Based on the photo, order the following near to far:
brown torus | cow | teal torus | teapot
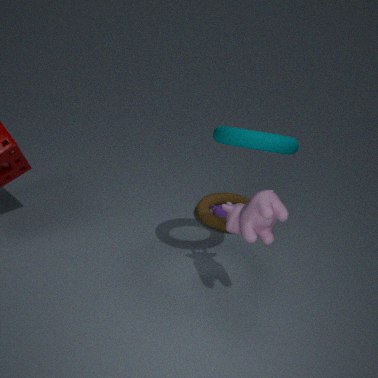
teal torus
cow
brown torus
teapot
